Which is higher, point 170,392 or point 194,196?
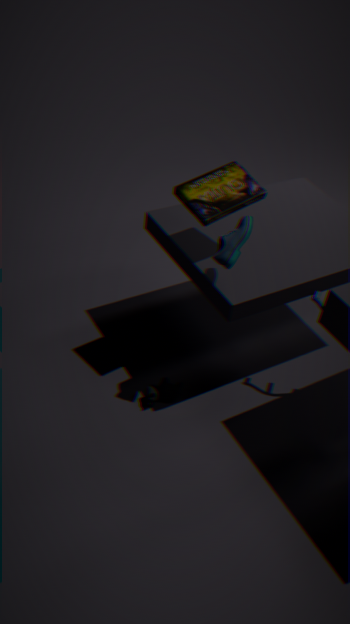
point 194,196
